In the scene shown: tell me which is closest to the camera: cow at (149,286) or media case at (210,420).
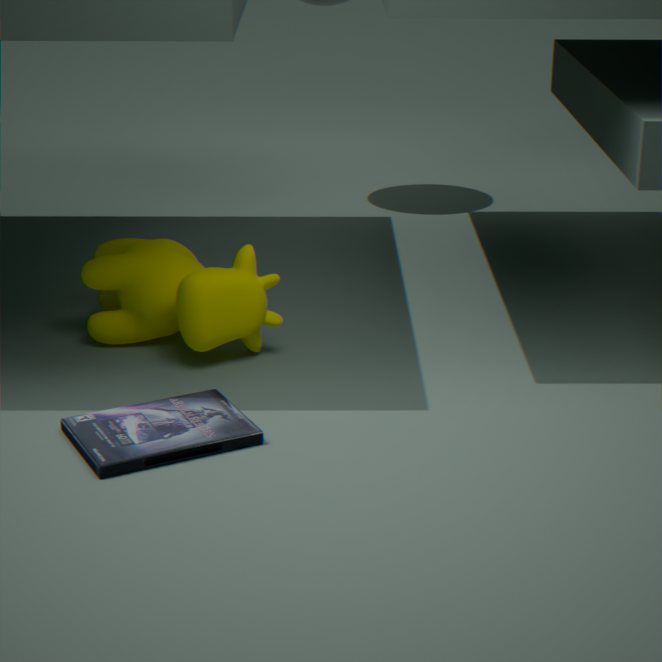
media case at (210,420)
